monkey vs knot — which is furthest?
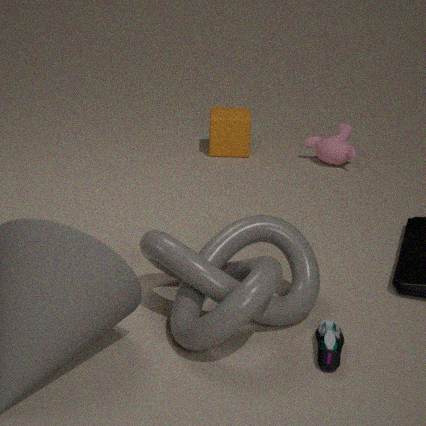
monkey
